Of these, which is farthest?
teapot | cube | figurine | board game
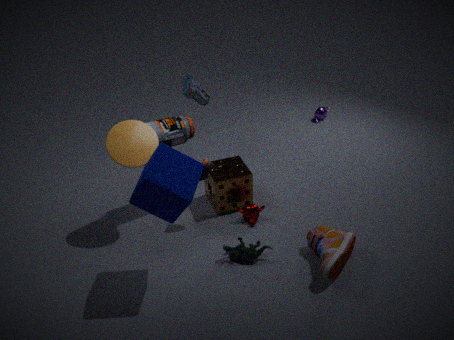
teapot
